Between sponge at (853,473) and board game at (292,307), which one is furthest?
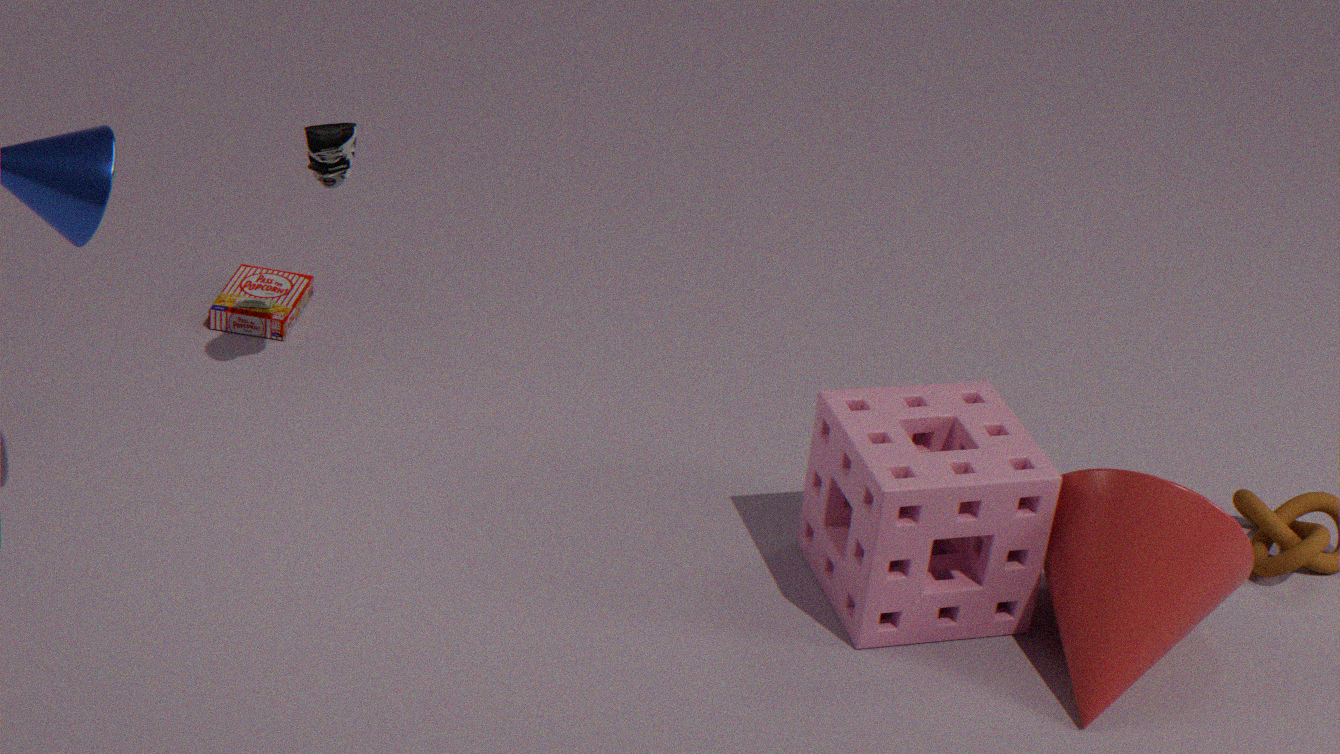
board game at (292,307)
